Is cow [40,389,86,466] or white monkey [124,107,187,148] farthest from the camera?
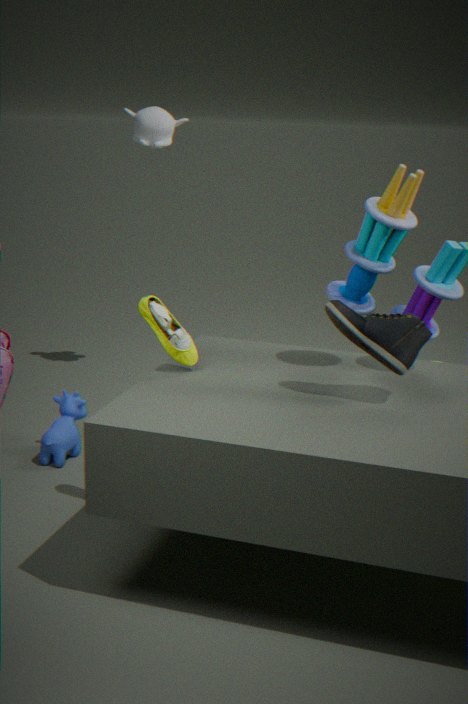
white monkey [124,107,187,148]
